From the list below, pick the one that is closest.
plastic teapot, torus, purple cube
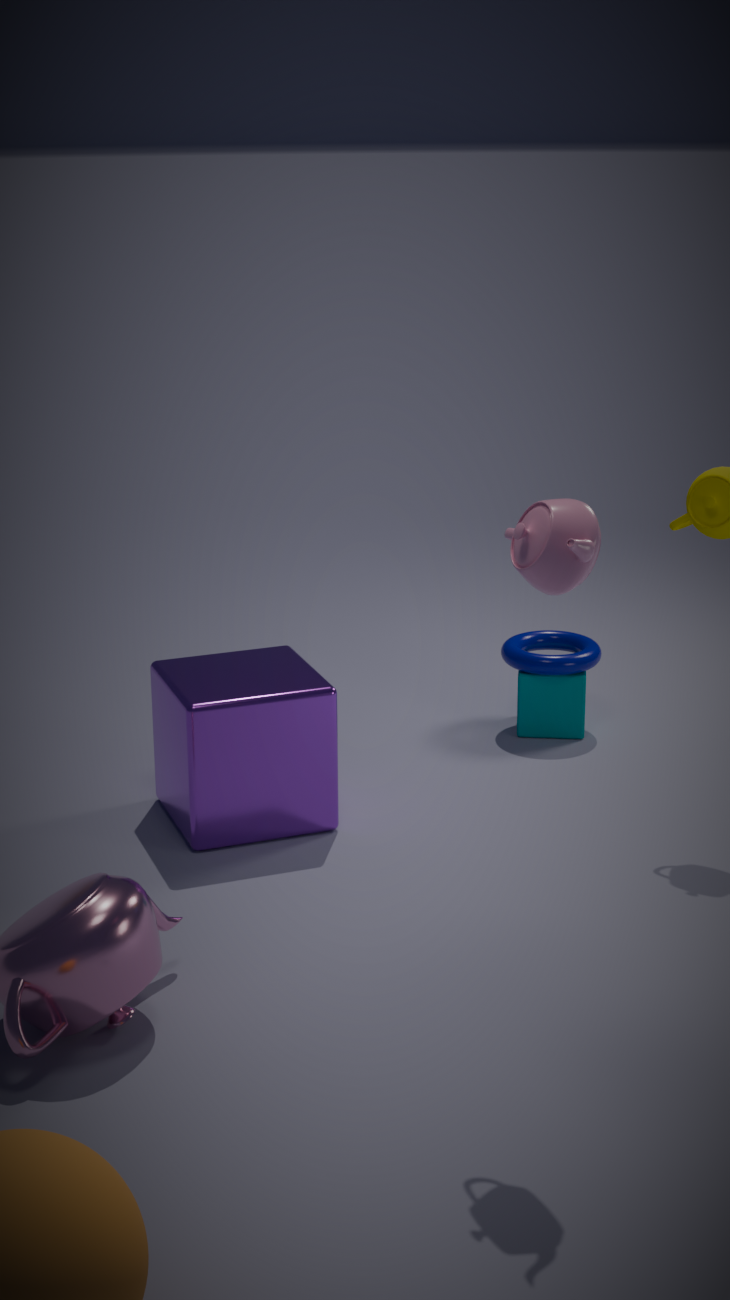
plastic teapot
